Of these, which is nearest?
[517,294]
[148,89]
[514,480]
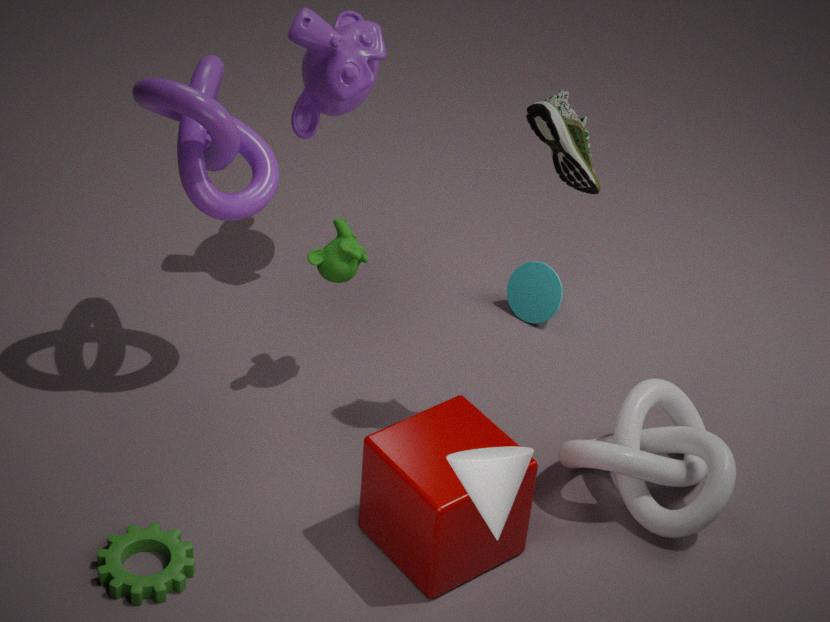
[514,480]
